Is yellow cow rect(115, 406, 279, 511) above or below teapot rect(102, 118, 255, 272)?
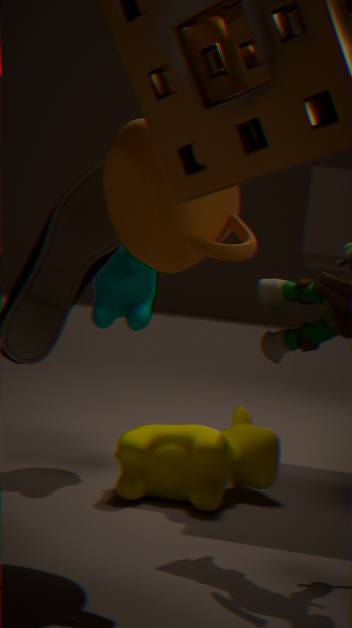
below
